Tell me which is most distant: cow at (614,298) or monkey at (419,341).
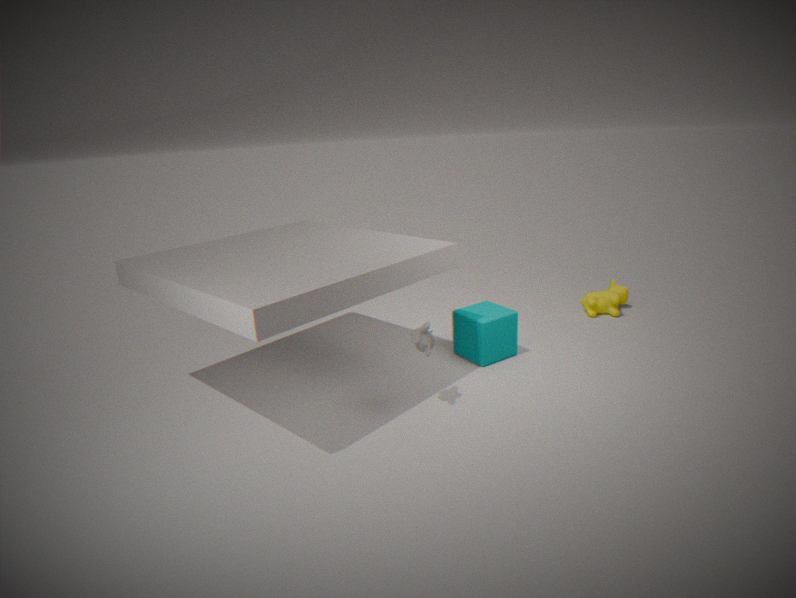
cow at (614,298)
